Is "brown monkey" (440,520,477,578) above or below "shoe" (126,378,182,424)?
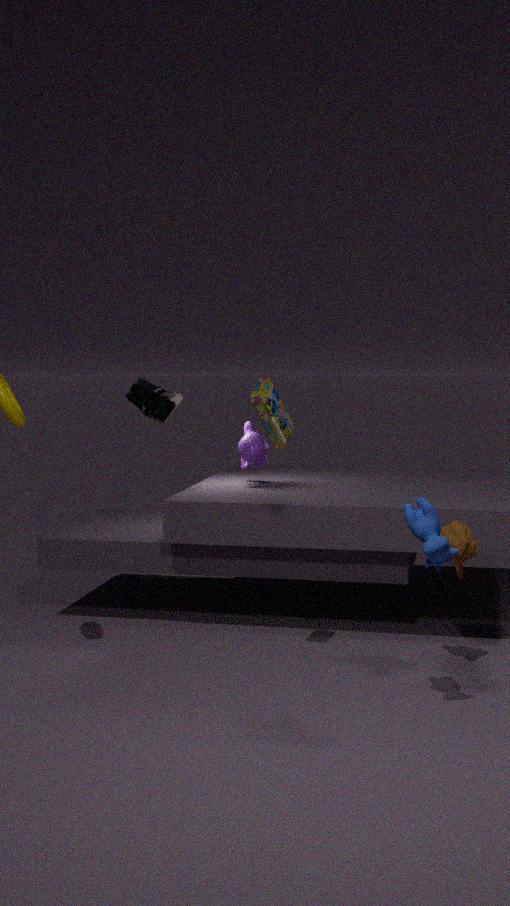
below
